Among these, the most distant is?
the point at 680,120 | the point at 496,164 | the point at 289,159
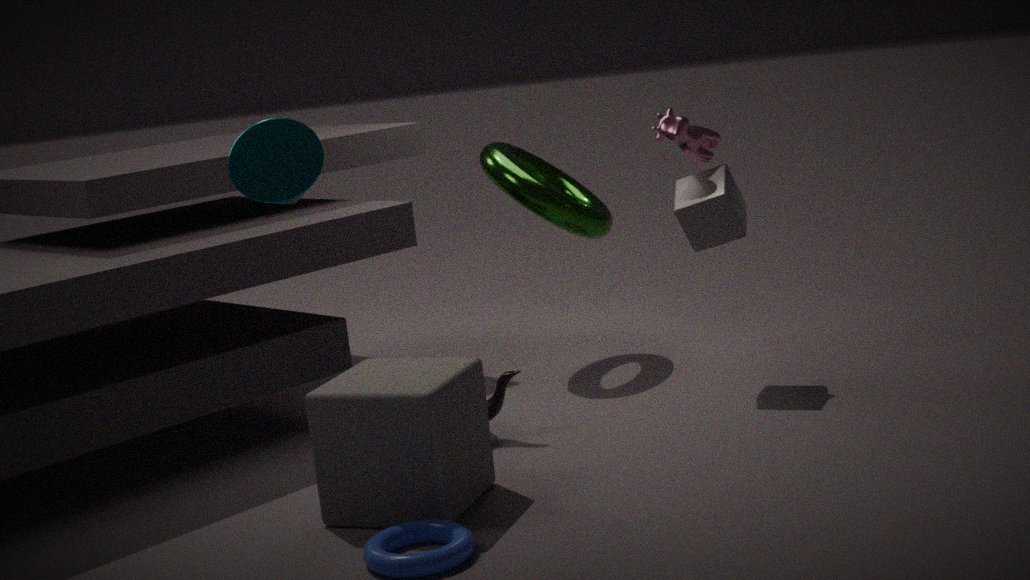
the point at 496,164
